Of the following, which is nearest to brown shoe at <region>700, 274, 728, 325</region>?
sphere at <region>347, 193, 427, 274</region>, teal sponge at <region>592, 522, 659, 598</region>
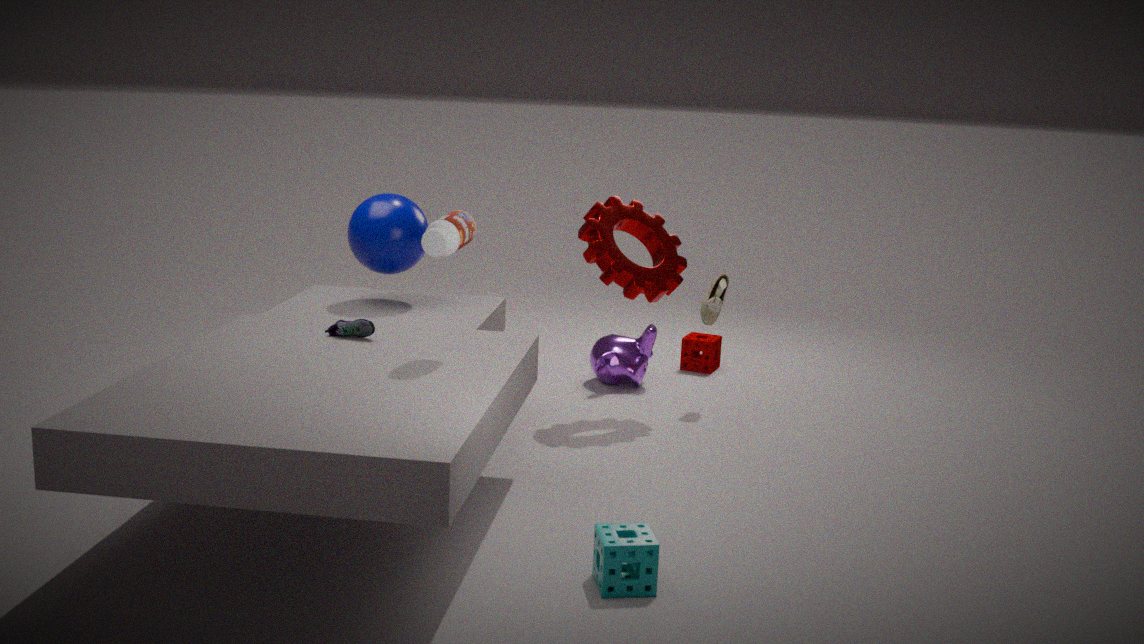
sphere at <region>347, 193, 427, 274</region>
